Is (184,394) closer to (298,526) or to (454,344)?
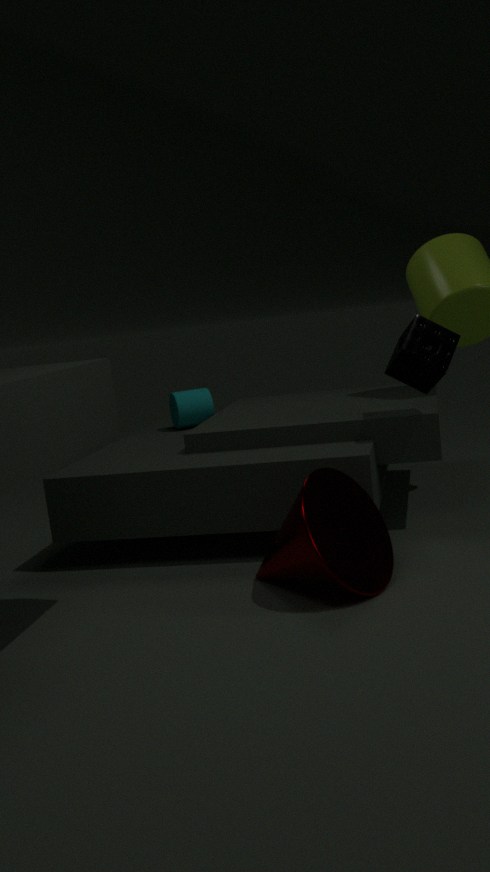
(454,344)
